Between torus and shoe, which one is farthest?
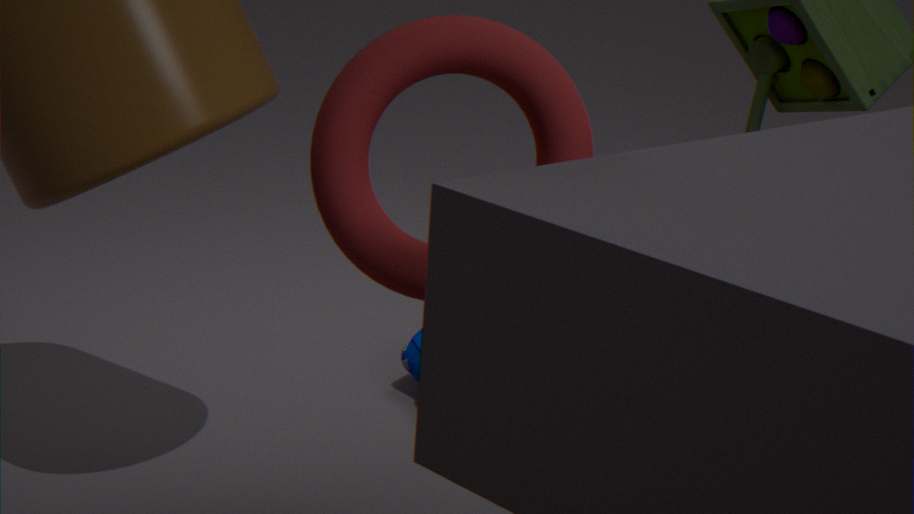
shoe
